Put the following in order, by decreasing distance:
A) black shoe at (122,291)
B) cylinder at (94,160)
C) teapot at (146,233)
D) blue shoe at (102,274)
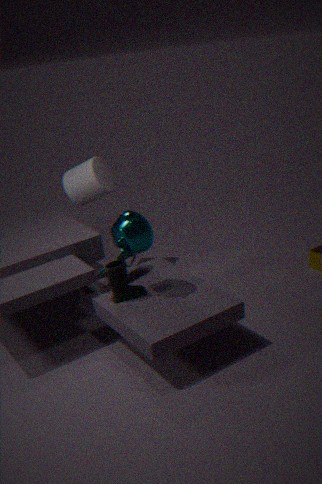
cylinder at (94,160), blue shoe at (102,274), black shoe at (122,291), teapot at (146,233)
